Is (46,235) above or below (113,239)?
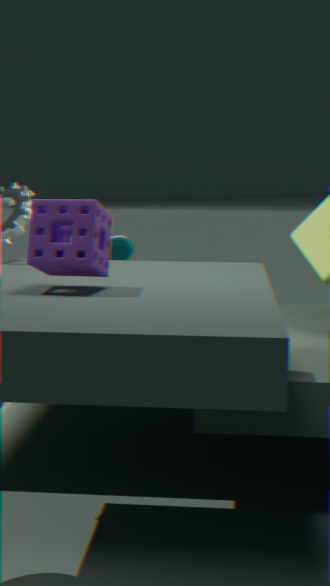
above
